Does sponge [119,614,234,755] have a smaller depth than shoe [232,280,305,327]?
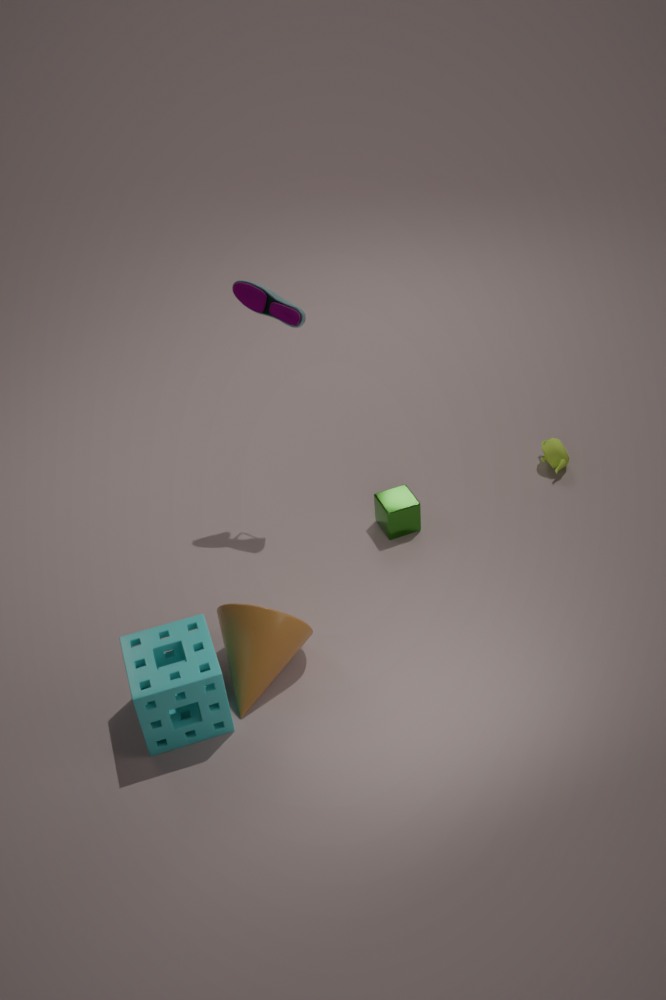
Yes
